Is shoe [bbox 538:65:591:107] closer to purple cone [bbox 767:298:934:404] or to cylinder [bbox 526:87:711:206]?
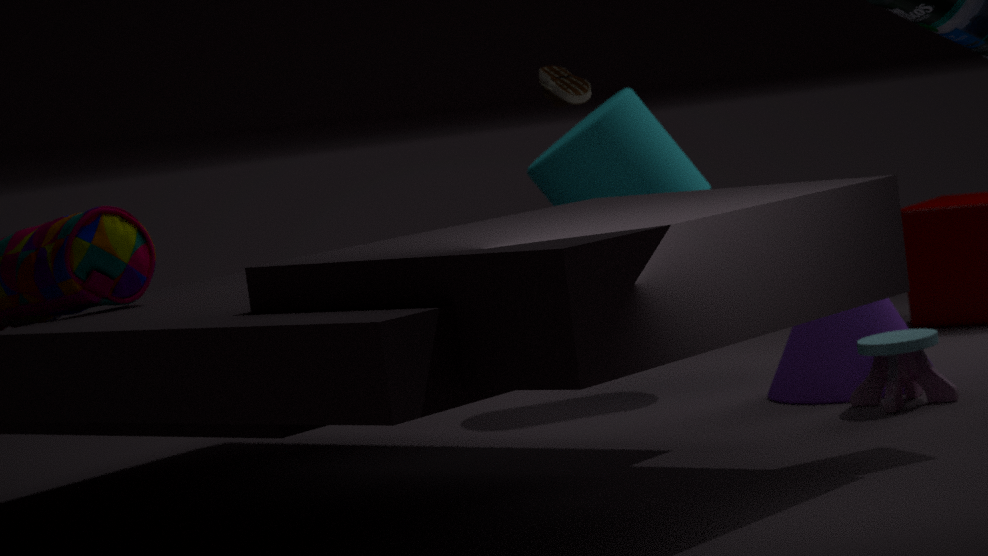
cylinder [bbox 526:87:711:206]
